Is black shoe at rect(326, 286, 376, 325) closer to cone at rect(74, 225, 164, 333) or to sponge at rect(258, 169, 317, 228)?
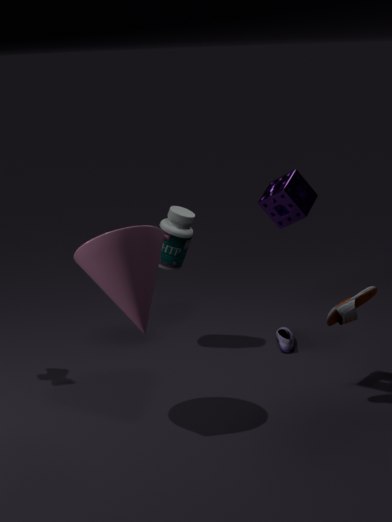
sponge at rect(258, 169, 317, 228)
